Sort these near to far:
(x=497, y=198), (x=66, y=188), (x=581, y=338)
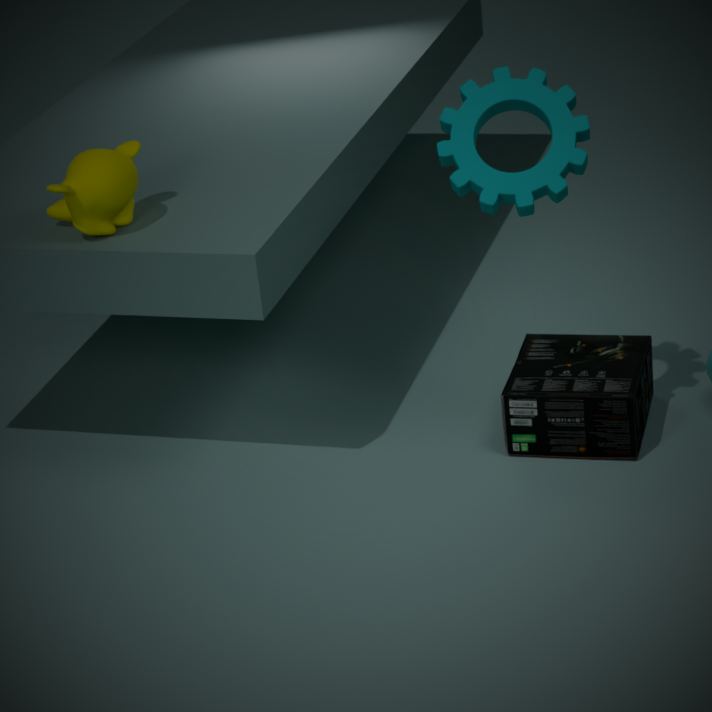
(x=497, y=198) → (x=66, y=188) → (x=581, y=338)
